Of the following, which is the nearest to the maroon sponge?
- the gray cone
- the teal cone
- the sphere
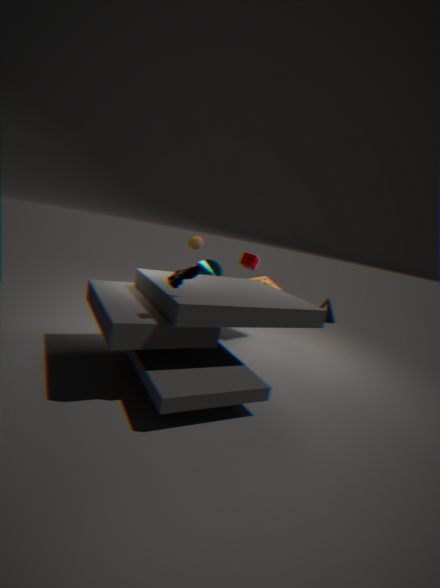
the teal cone
